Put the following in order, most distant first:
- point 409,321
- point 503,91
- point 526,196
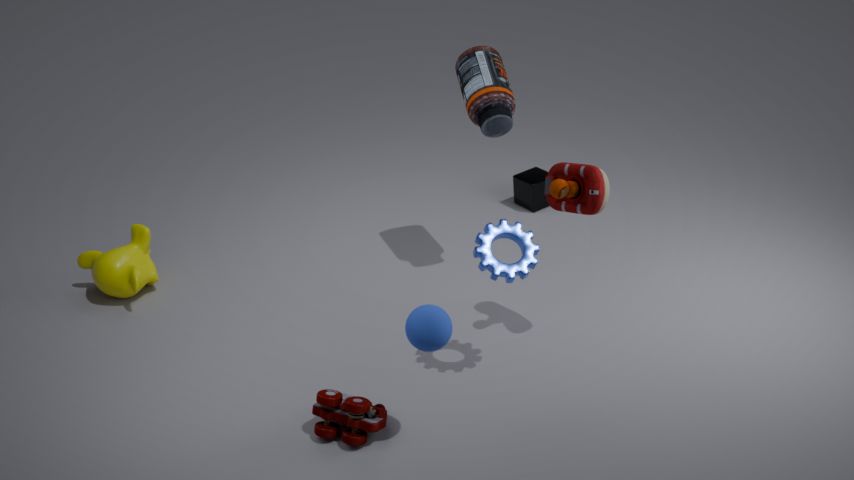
point 526,196 → point 503,91 → point 409,321
